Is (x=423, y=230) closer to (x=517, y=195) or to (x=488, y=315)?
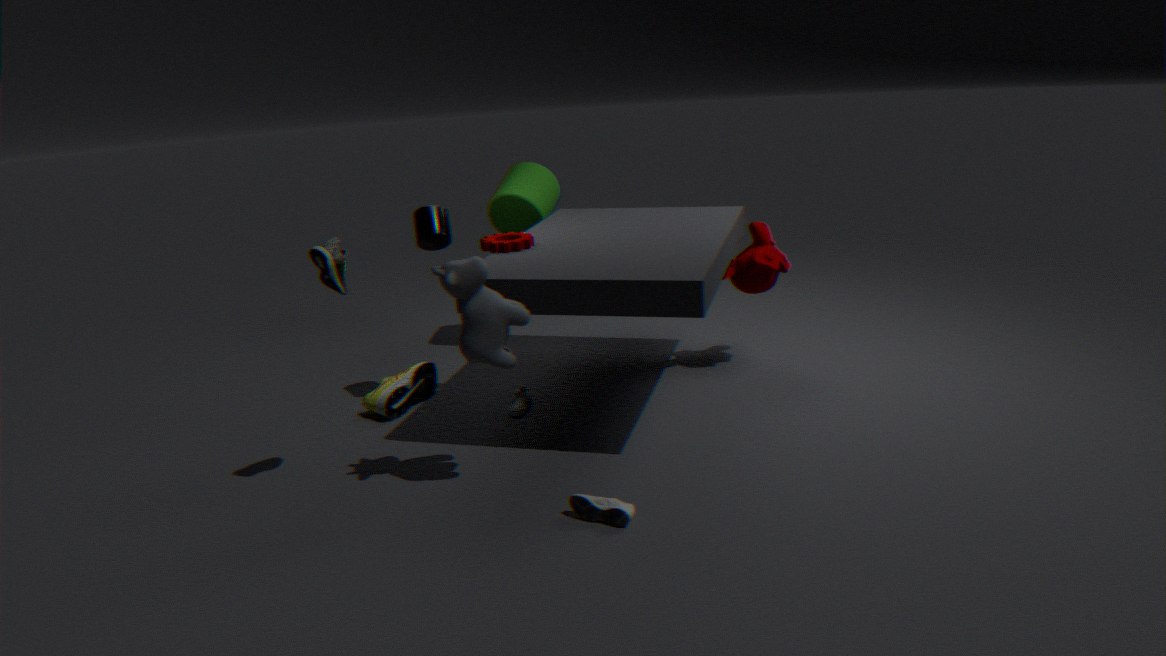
(x=517, y=195)
